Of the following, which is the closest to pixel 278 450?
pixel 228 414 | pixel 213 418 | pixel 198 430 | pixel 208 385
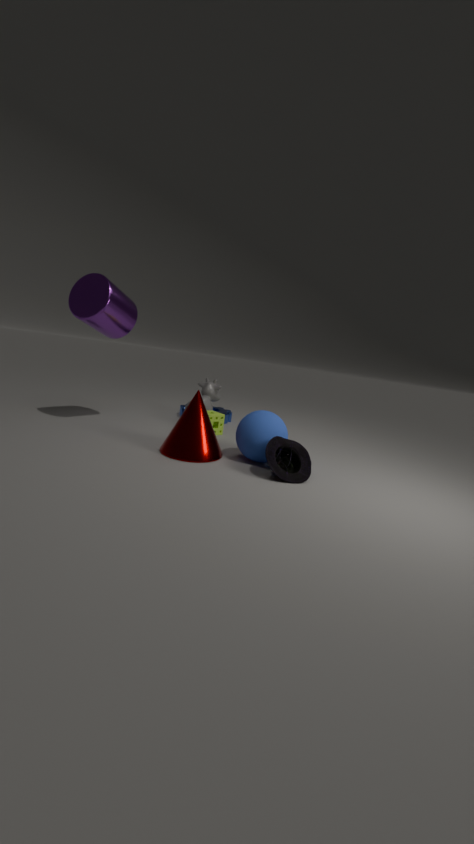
pixel 198 430
